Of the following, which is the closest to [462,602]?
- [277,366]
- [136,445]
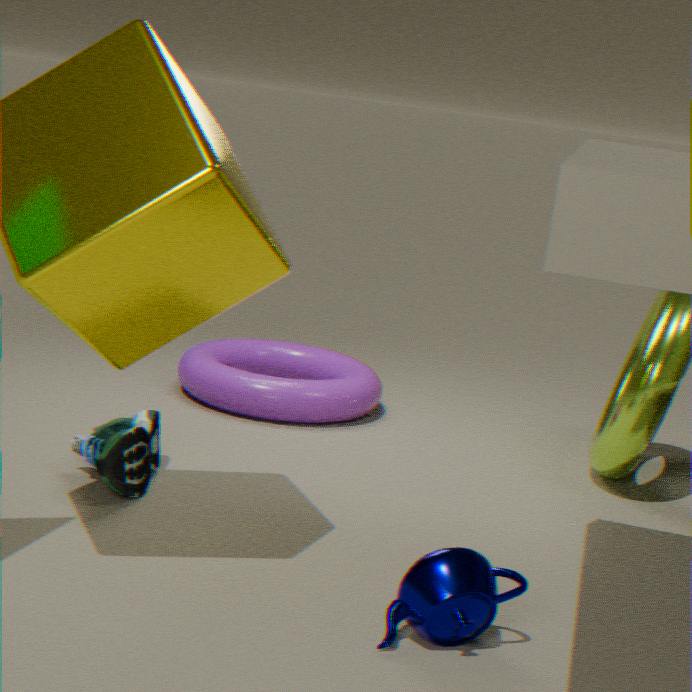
[136,445]
